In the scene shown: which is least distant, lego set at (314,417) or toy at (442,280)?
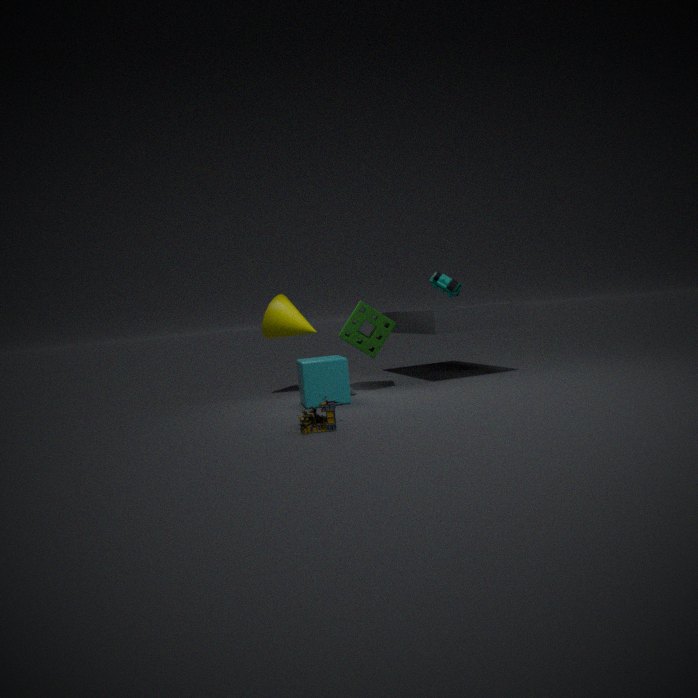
lego set at (314,417)
